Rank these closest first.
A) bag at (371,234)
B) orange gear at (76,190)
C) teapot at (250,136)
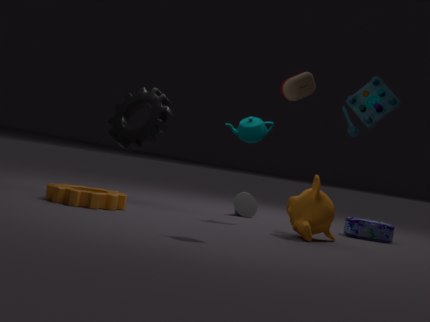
teapot at (250,136), orange gear at (76,190), bag at (371,234)
